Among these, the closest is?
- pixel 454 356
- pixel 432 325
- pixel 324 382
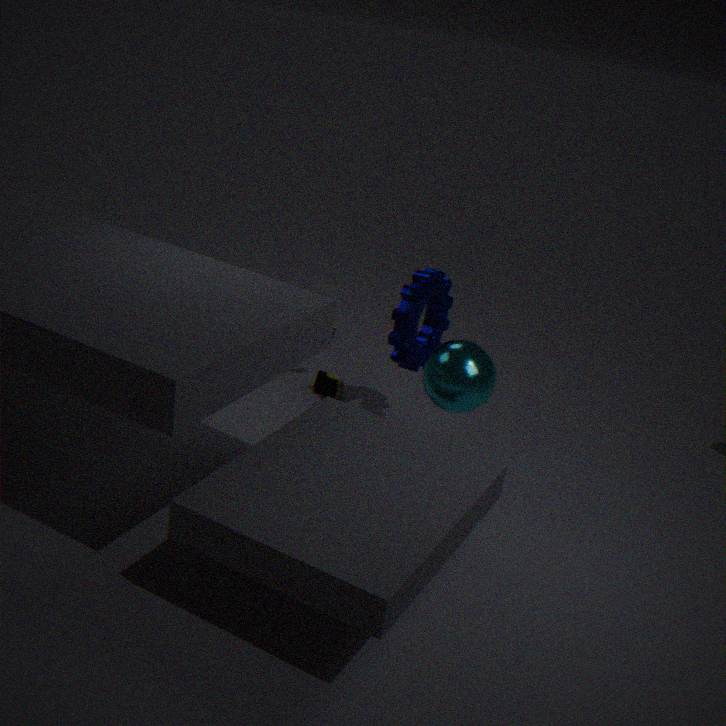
pixel 454 356
